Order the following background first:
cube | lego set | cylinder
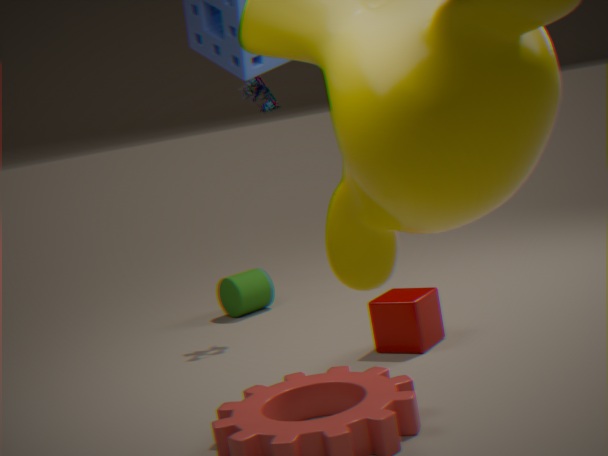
cylinder < lego set < cube
